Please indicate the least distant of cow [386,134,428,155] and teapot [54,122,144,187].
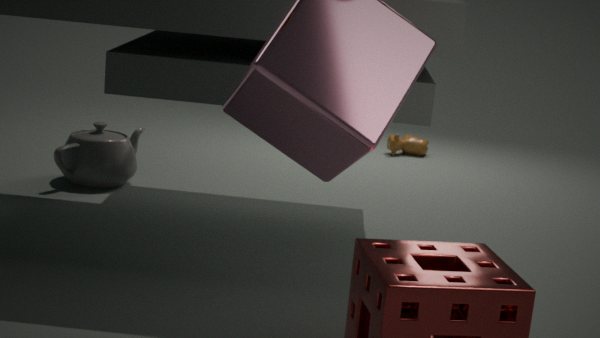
teapot [54,122,144,187]
